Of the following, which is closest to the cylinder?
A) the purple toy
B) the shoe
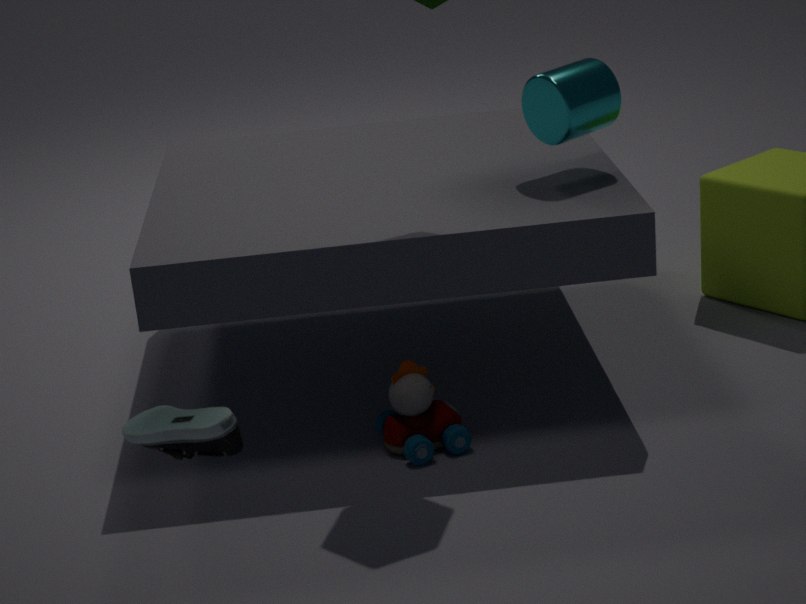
the purple toy
